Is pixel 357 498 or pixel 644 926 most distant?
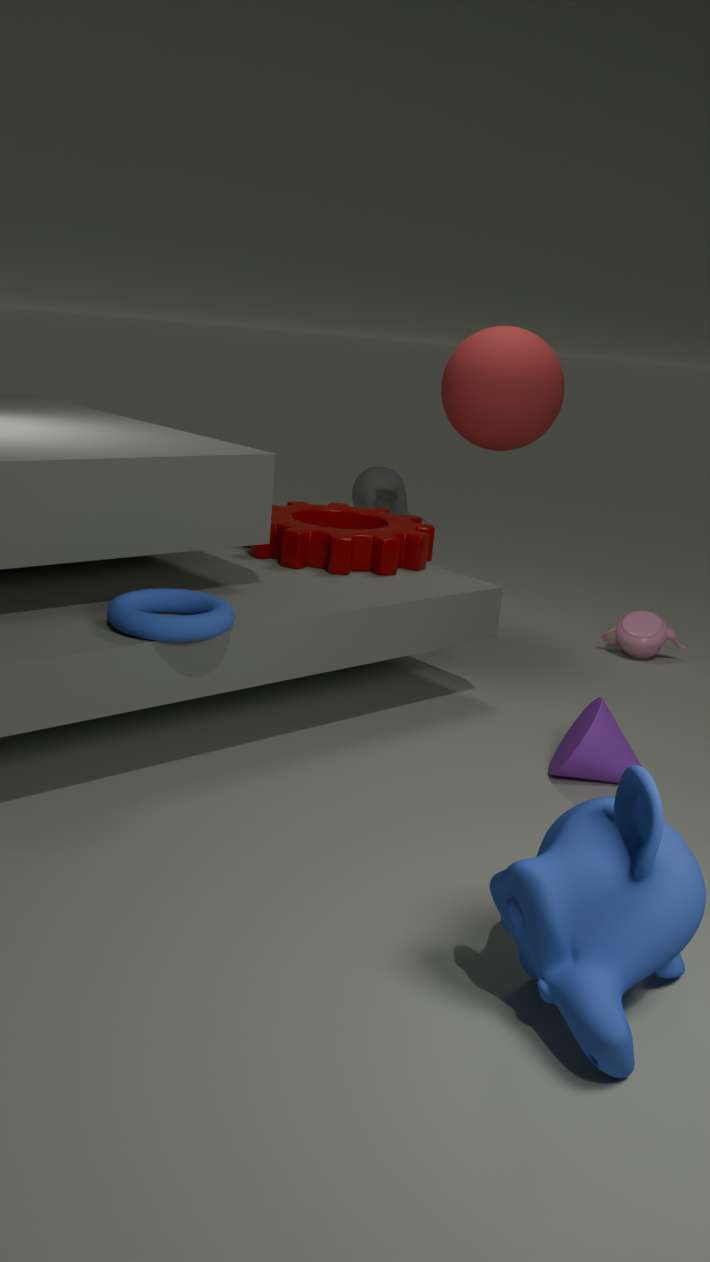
pixel 357 498
